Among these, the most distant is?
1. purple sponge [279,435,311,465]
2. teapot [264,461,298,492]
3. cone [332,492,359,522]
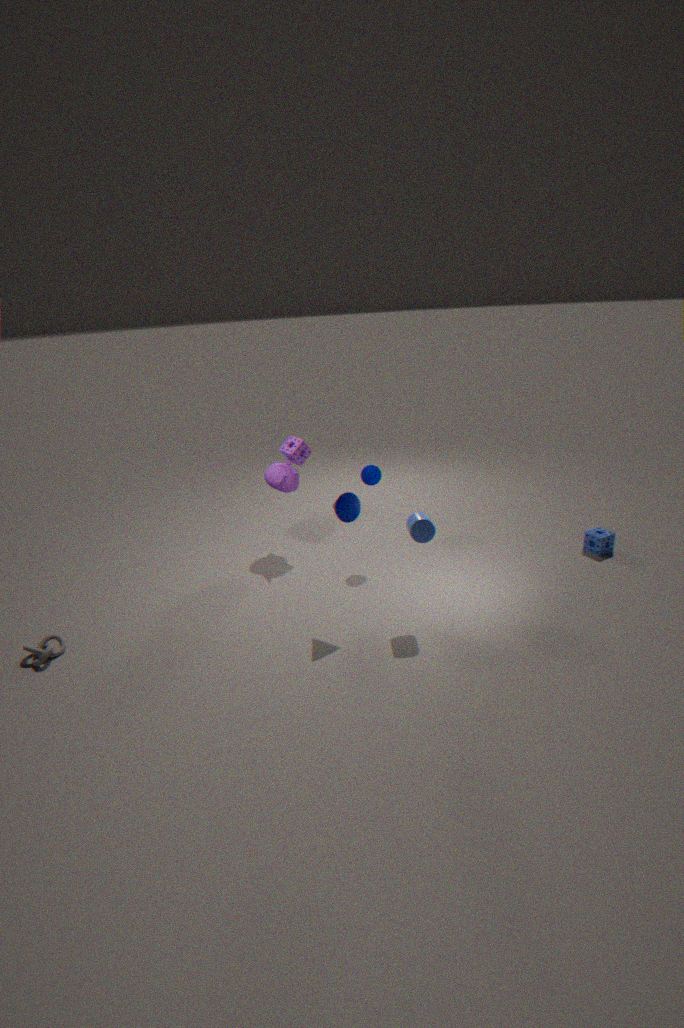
teapot [264,461,298,492]
